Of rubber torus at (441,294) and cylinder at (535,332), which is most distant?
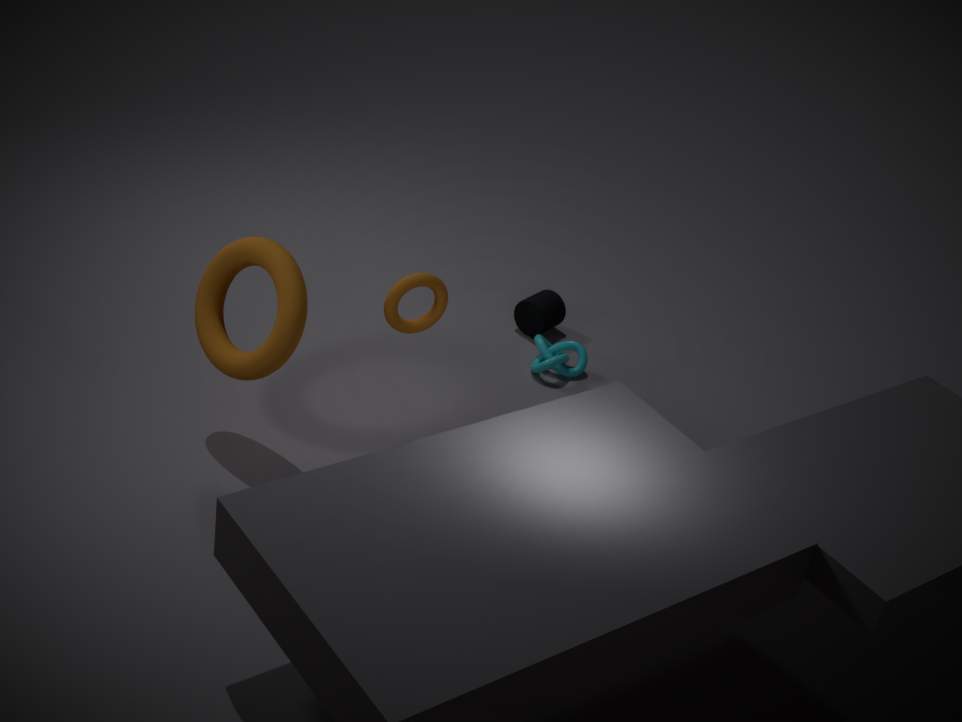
cylinder at (535,332)
